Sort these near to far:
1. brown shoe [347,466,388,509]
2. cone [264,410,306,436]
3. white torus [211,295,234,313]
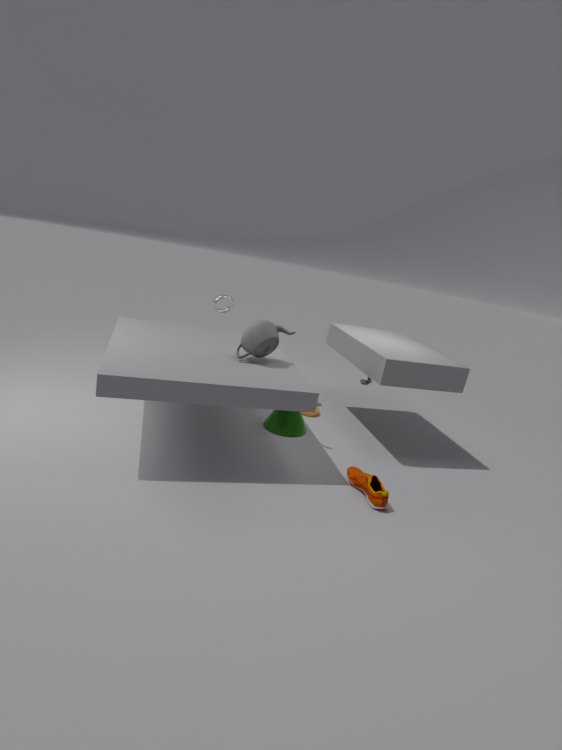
brown shoe [347,466,388,509], cone [264,410,306,436], white torus [211,295,234,313]
